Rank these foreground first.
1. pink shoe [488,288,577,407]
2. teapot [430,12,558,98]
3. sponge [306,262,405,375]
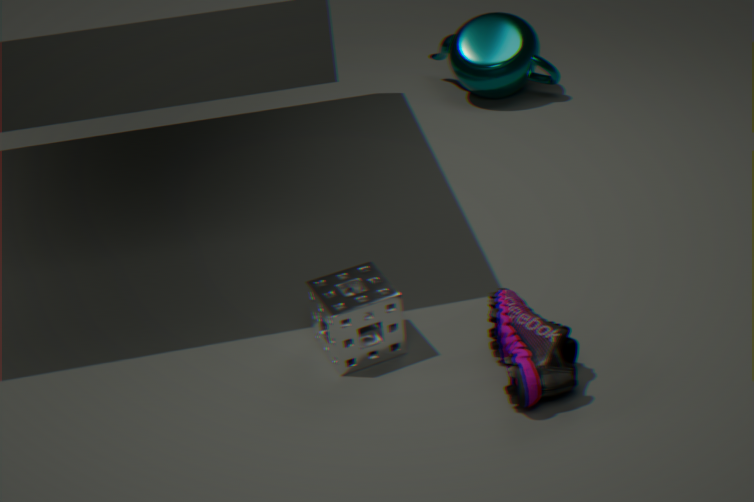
pink shoe [488,288,577,407]
sponge [306,262,405,375]
teapot [430,12,558,98]
